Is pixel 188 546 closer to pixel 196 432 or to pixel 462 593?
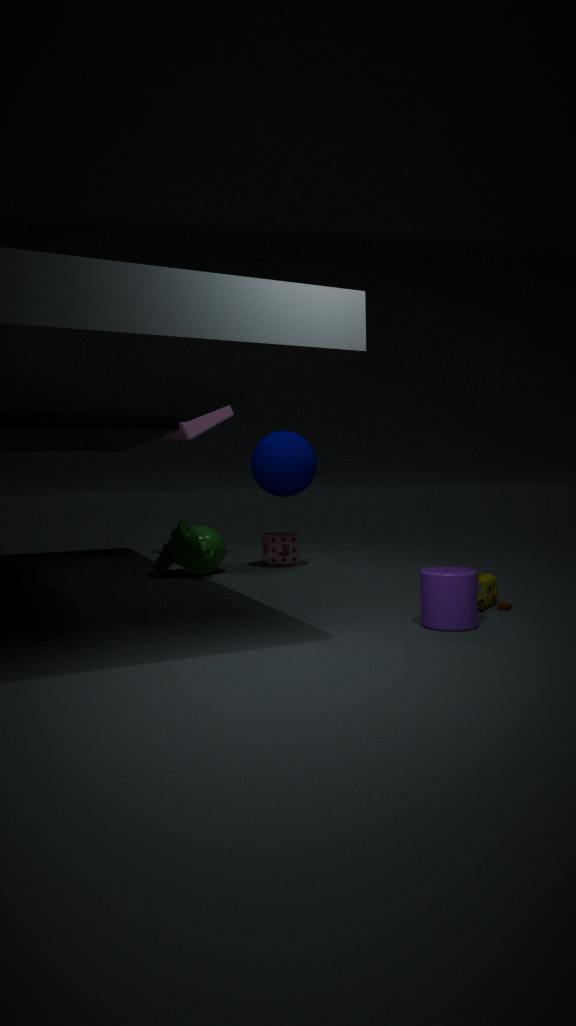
pixel 196 432
